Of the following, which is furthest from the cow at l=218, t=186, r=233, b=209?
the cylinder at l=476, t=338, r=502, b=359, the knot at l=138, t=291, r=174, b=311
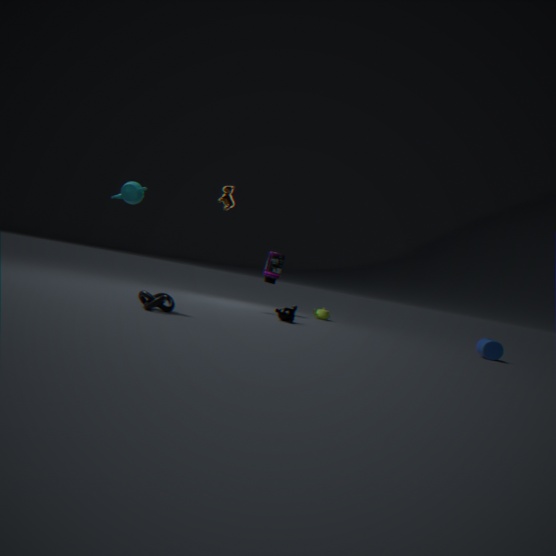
the cylinder at l=476, t=338, r=502, b=359
